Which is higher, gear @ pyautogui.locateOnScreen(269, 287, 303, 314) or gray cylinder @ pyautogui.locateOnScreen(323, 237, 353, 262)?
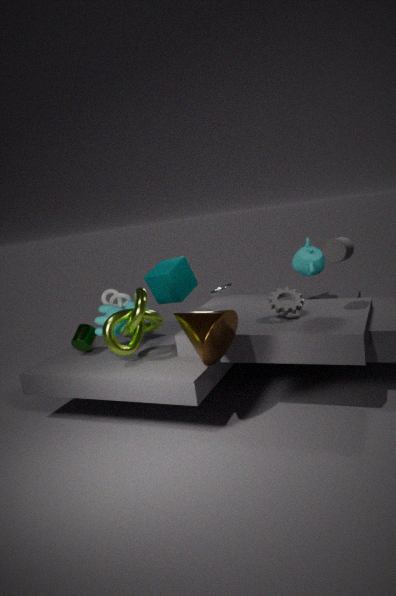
gray cylinder @ pyautogui.locateOnScreen(323, 237, 353, 262)
